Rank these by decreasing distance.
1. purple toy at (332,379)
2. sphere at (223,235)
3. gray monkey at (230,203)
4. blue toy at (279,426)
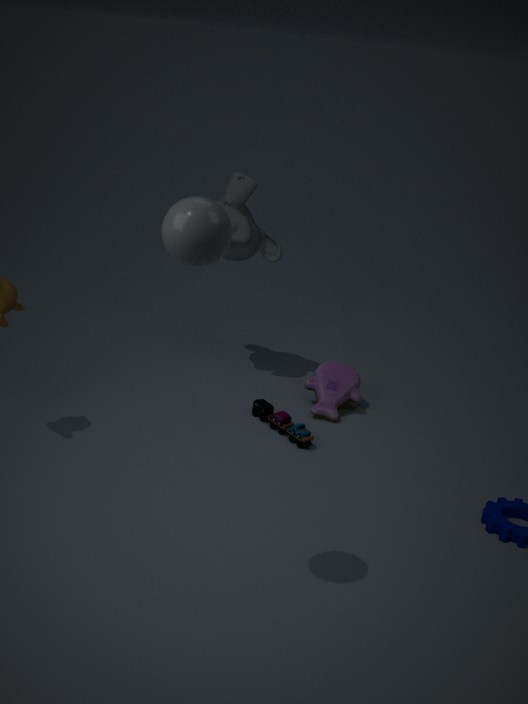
gray monkey at (230,203) < purple toy at (332,379) < blue toy at (279,426) < sphere at (223,235)
